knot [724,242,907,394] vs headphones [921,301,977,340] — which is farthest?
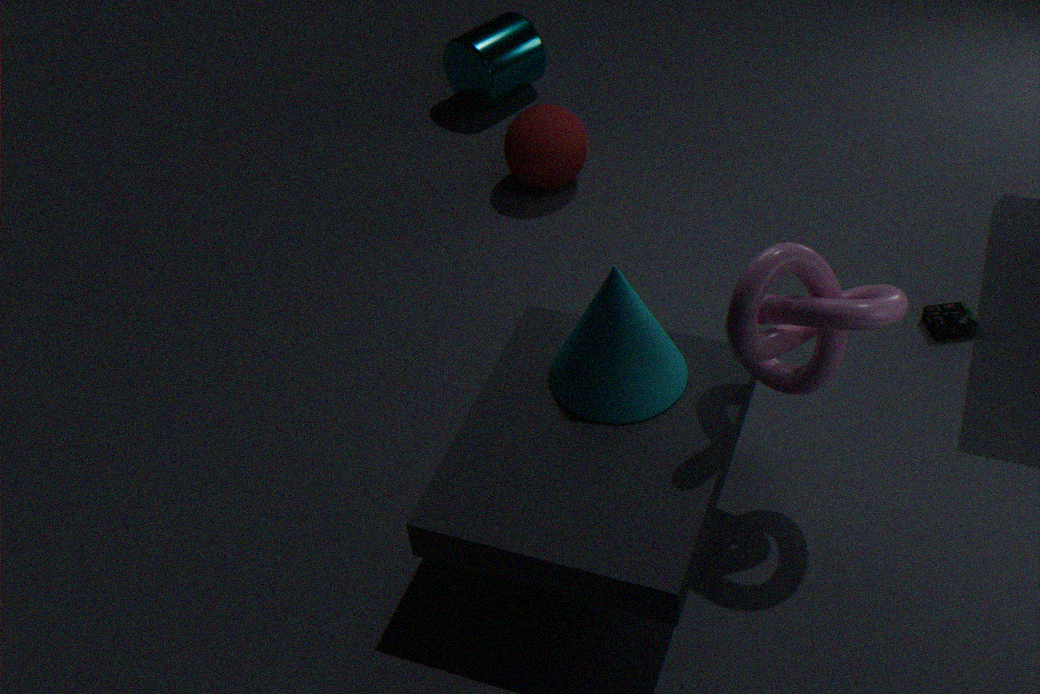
headphones [921,301,977,340]
